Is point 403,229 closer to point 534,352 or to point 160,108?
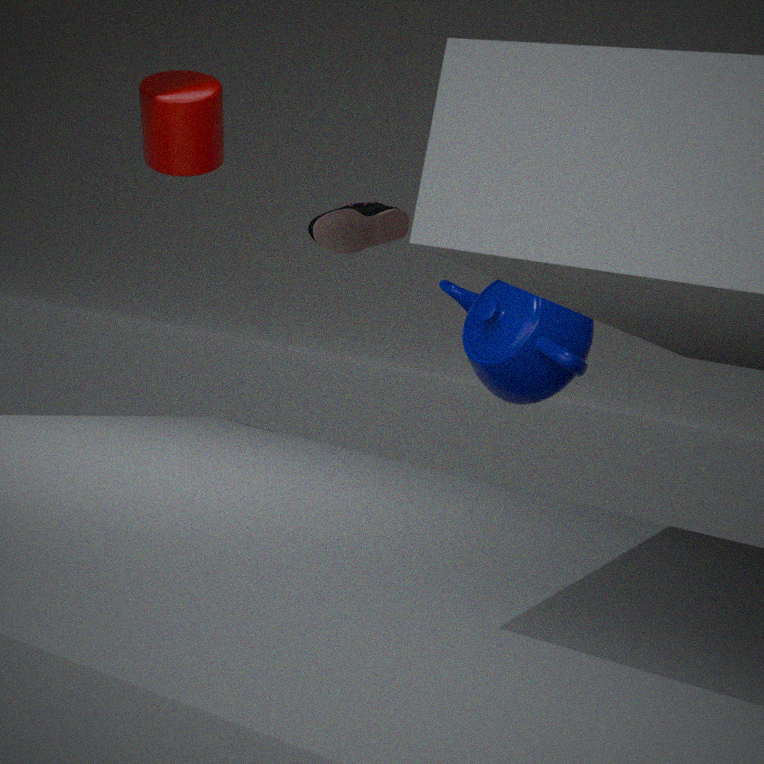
point 534,352
